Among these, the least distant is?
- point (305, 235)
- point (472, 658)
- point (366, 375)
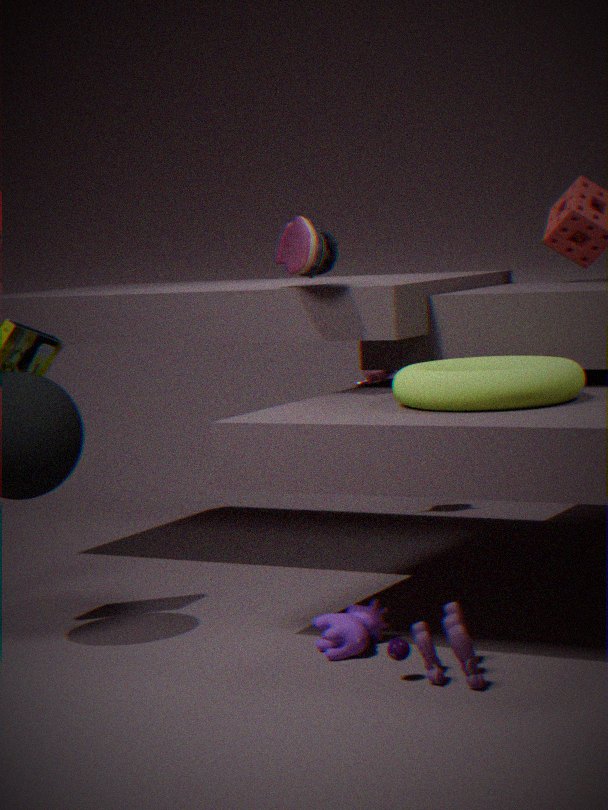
point (472, 658)
